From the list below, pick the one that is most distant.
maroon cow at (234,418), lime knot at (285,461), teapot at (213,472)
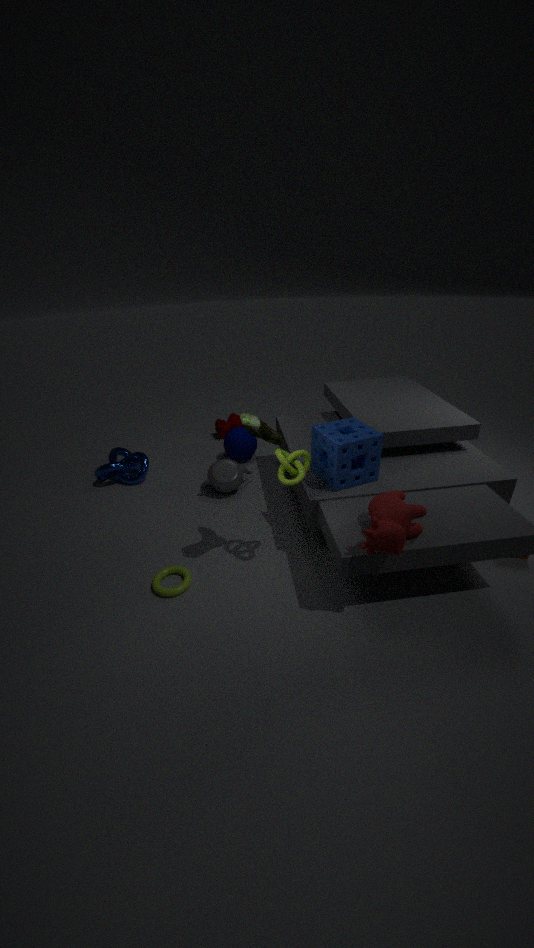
maroon cow at (234,418)
